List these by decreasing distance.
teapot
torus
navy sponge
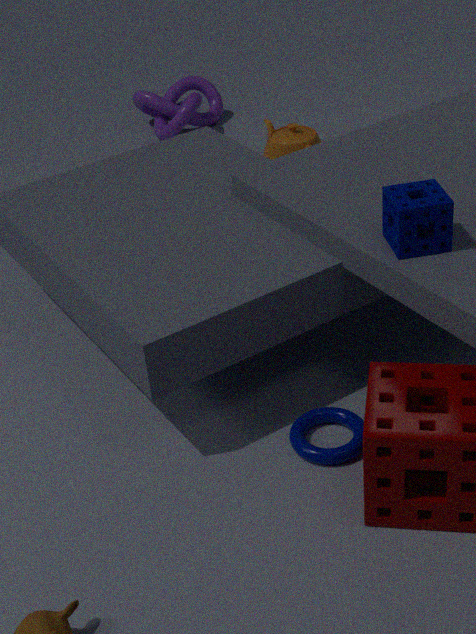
teapot, torus, navy sponge
